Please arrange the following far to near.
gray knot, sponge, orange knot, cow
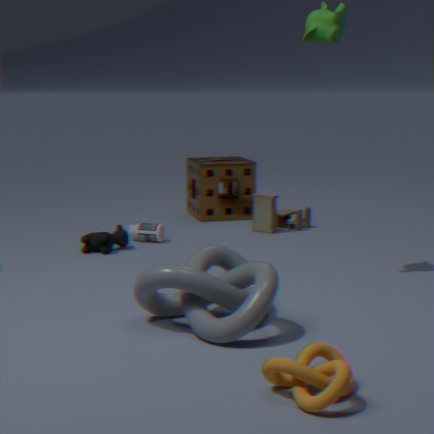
sponge < cow < gray knot < orange knot
